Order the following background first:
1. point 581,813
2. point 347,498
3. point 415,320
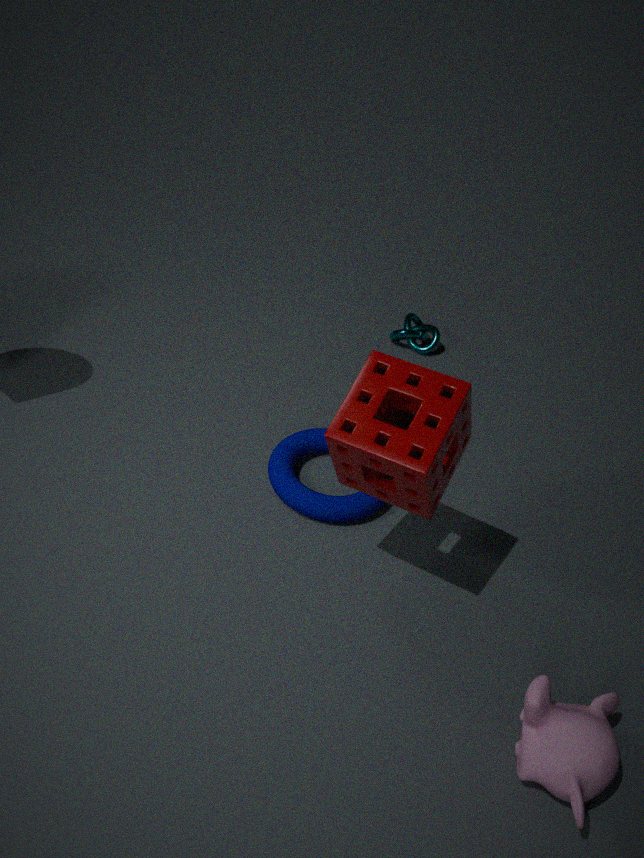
point 415,320 → point 347,498 → point 581,813
